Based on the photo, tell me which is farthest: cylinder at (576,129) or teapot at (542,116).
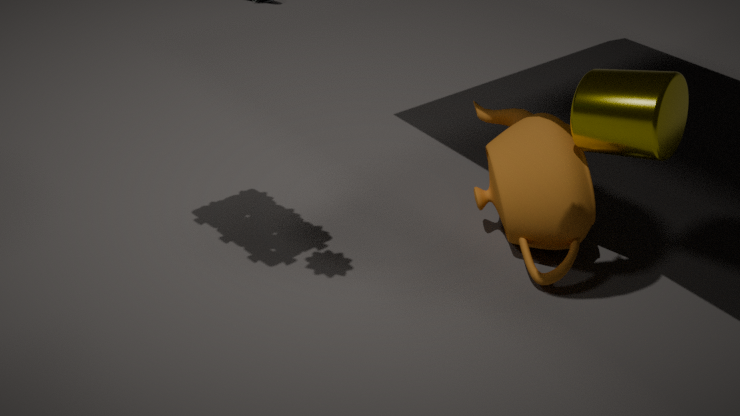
teapot at (542,116)
